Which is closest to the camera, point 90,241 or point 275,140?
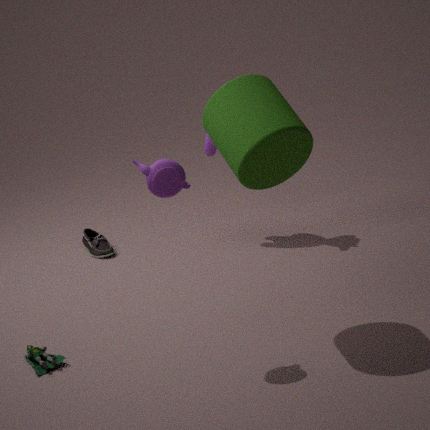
point 275,140
